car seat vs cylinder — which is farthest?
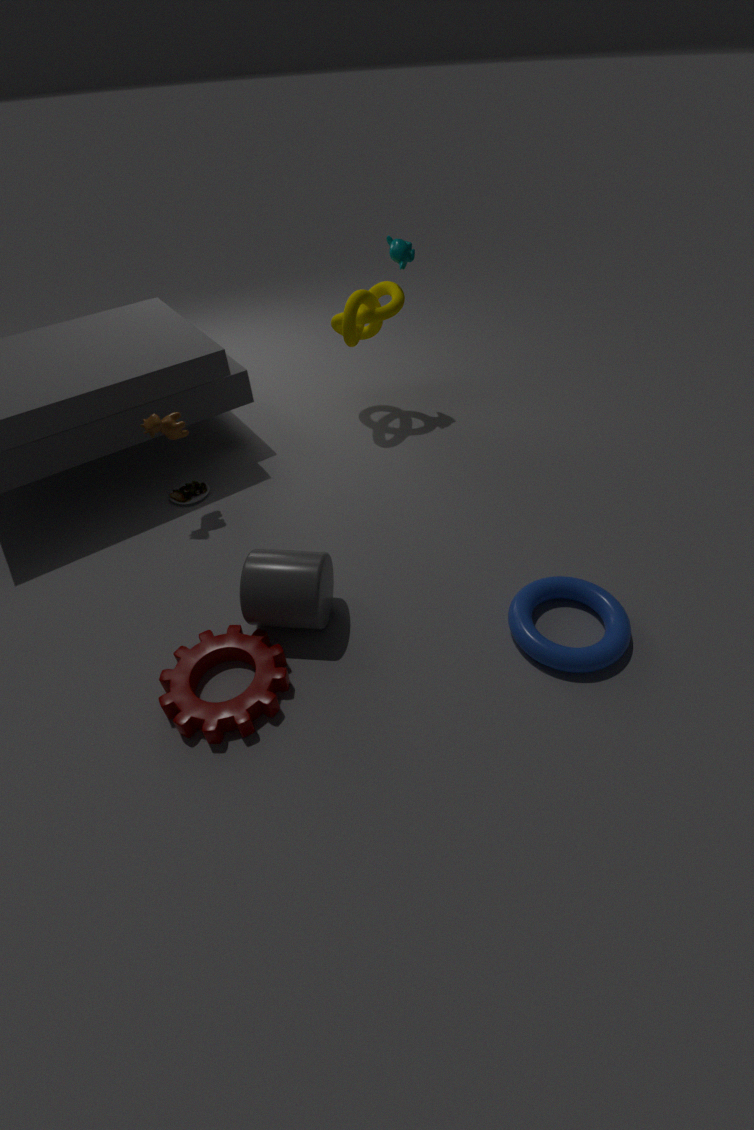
car seat
